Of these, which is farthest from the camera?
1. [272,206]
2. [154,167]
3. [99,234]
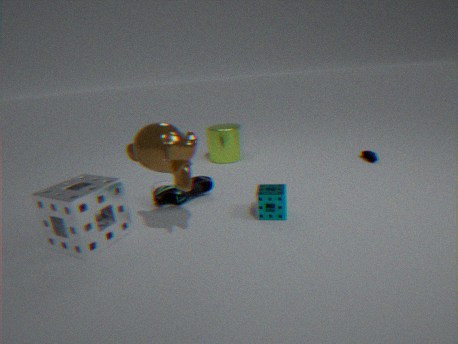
[272,206]
